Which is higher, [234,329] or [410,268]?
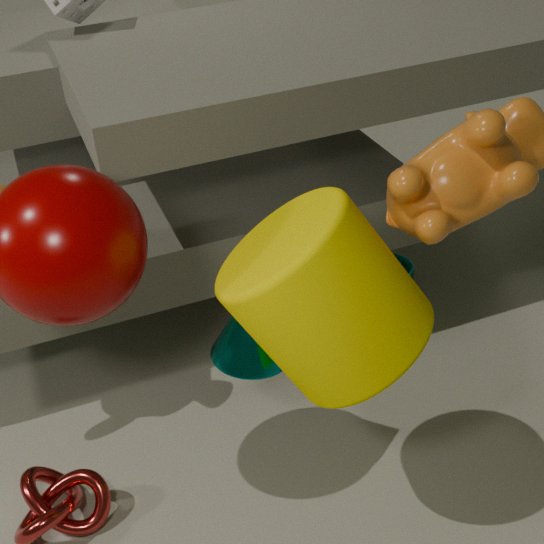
[234,329]
